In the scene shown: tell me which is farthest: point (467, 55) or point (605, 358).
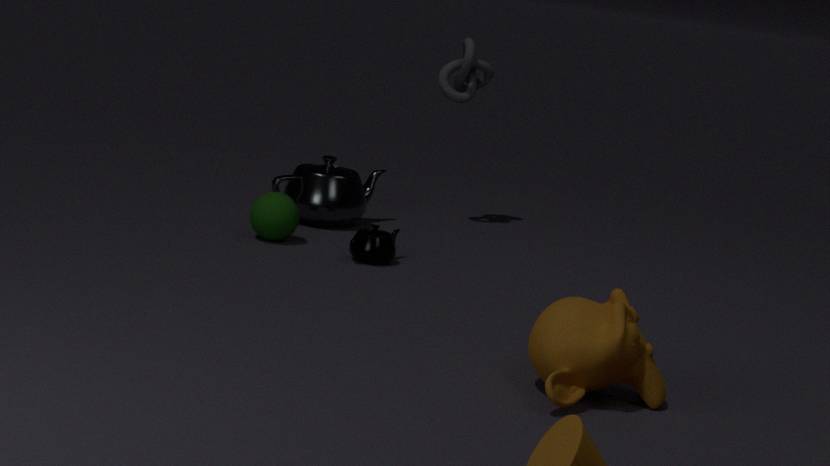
point (467, 55)
